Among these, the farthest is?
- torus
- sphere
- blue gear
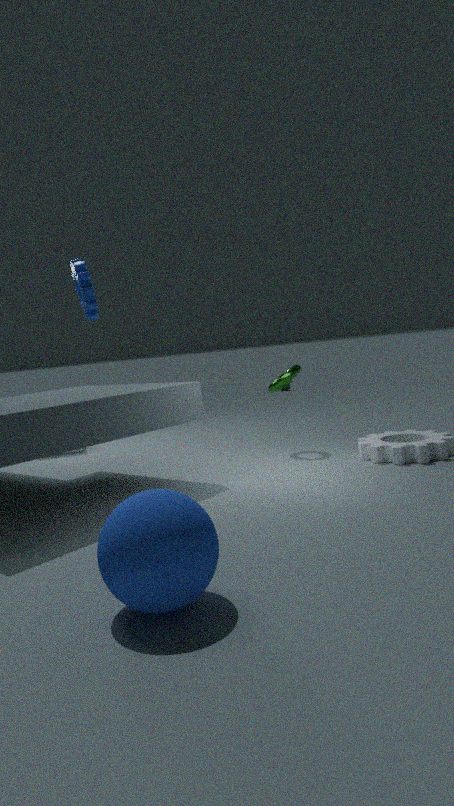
torus
